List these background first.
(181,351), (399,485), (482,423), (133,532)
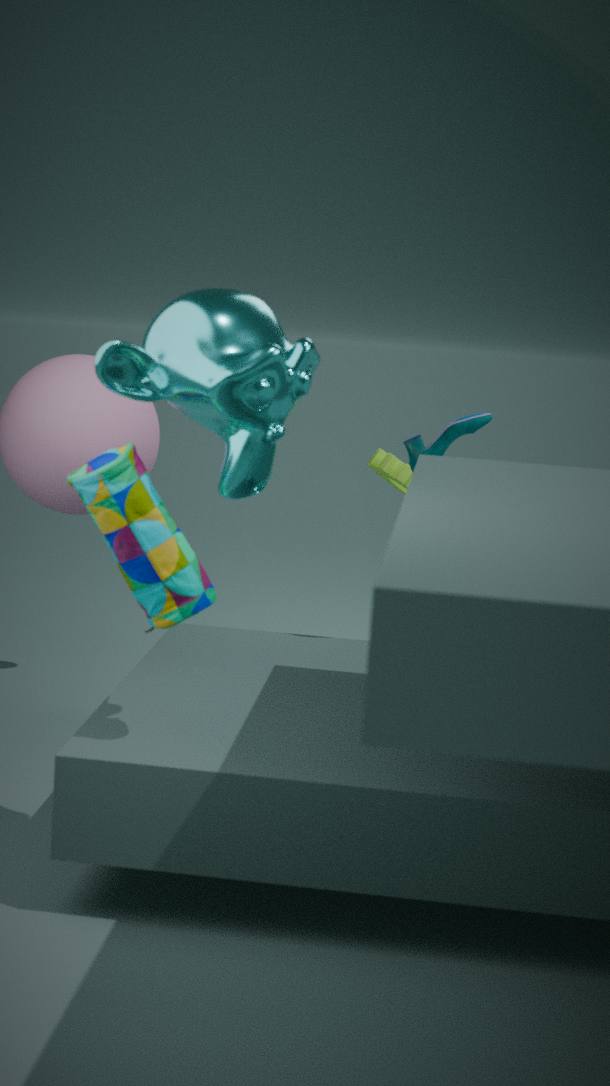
1. (399,485)
2. (482,423)
3. (133,532)
4. (181,351)
